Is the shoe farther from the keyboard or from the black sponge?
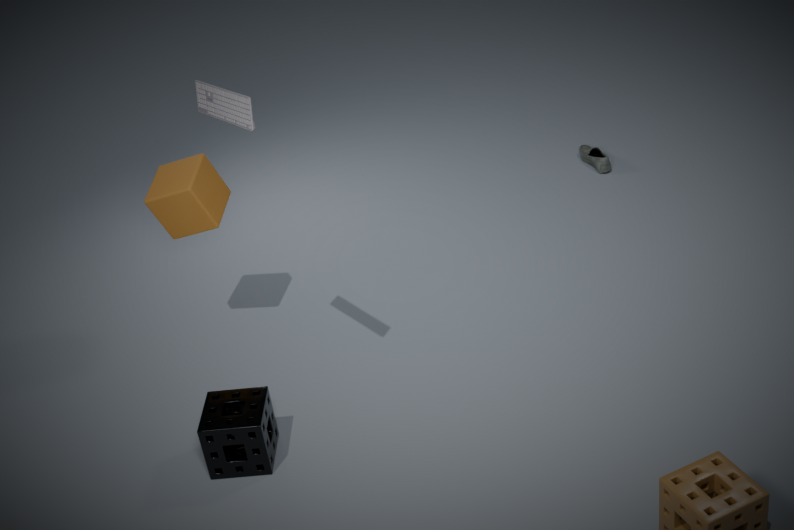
the keyboard
